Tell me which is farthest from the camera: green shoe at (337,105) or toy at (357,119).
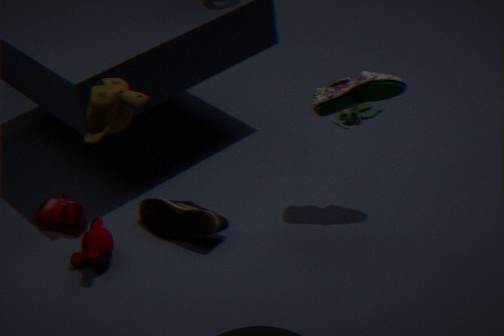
toy at (357,119)
